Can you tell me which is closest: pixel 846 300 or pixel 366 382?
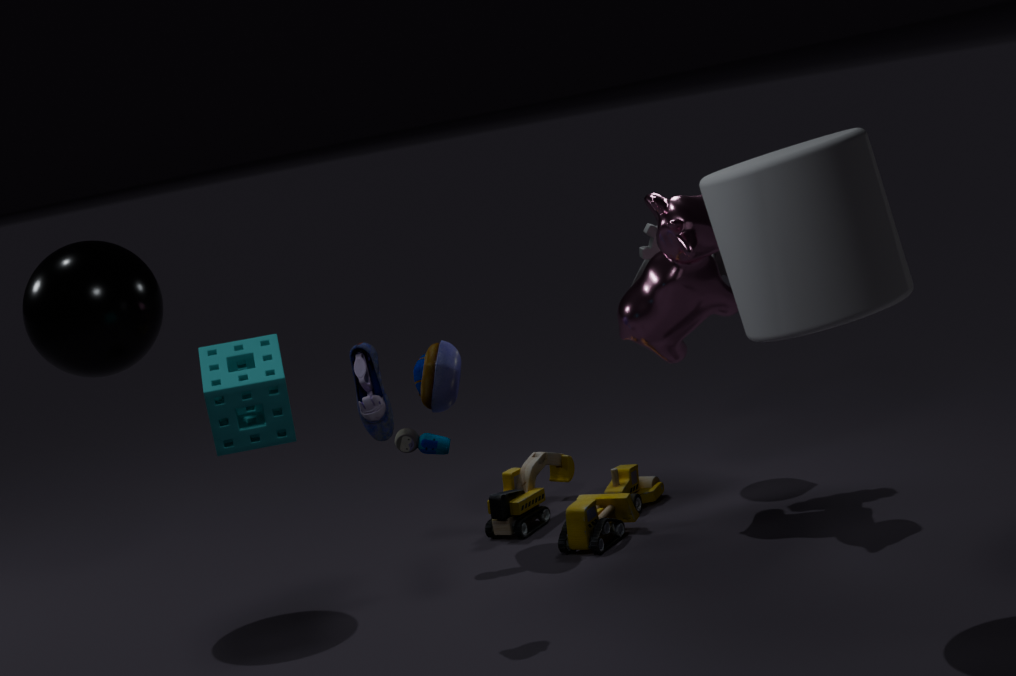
pixel 846 300
